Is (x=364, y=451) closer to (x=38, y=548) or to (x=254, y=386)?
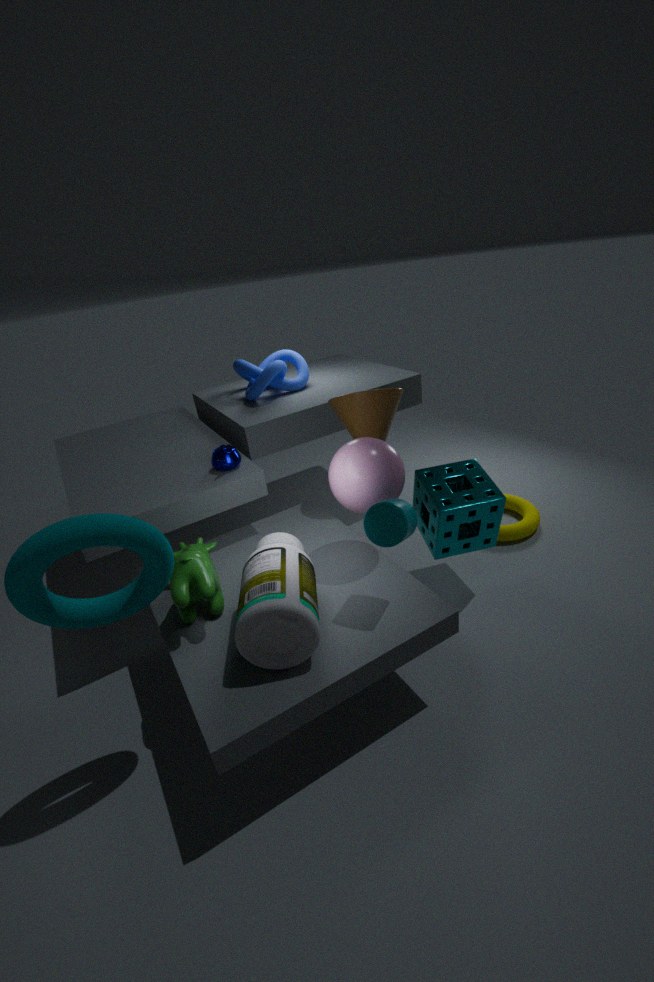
(x=38, y=548)
